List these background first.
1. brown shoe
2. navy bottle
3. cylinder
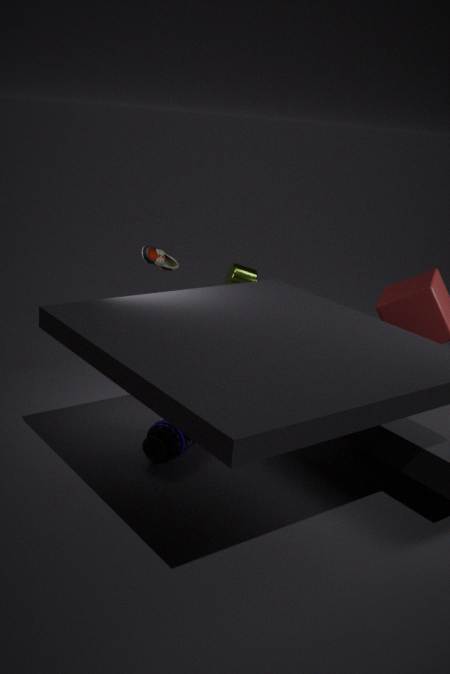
1. cylinder
2. brown shoe
3. navy bottle
